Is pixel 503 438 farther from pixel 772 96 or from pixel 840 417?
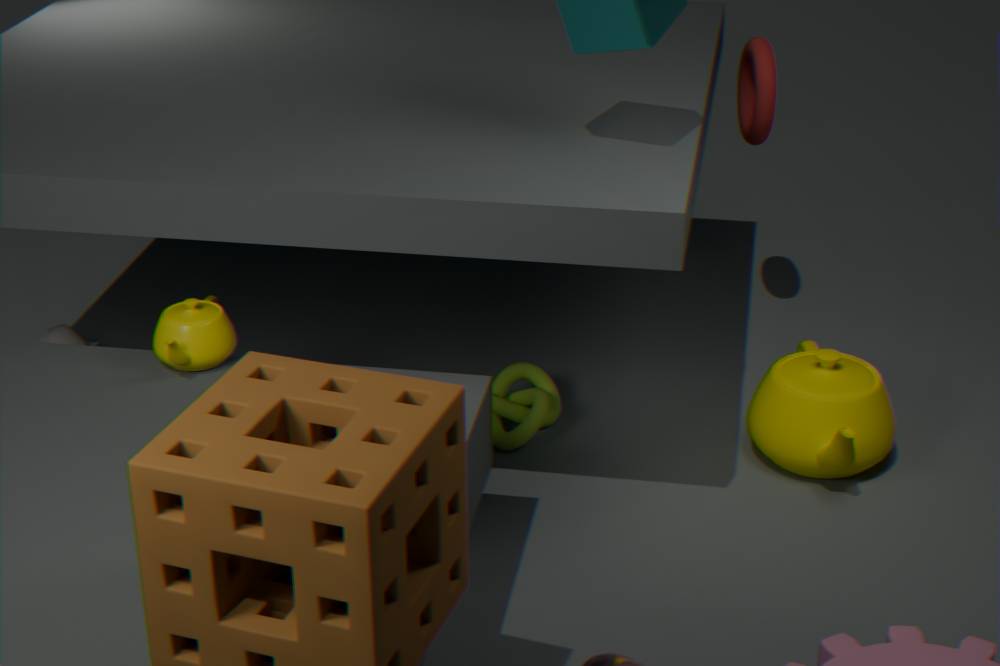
pixel 772 96
